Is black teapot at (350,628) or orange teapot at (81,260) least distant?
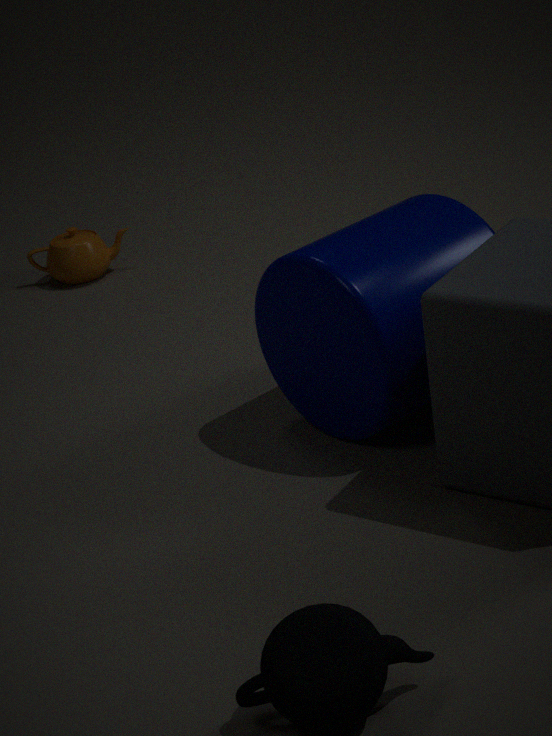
black teapot at (350,628)
